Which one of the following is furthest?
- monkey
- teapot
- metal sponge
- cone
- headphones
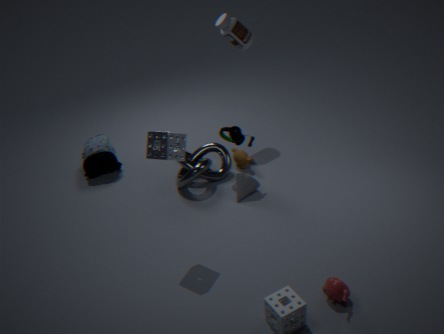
monkey
